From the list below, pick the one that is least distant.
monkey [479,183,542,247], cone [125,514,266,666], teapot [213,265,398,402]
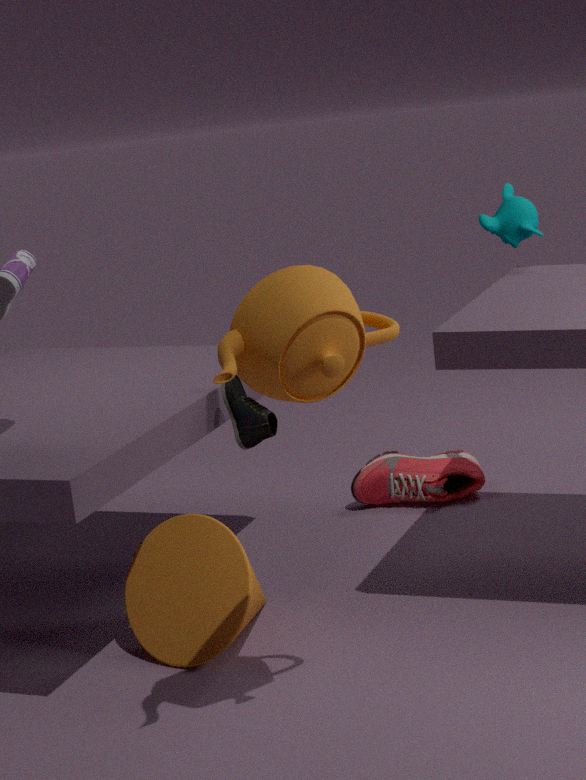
teapot [213,265,398,402]
